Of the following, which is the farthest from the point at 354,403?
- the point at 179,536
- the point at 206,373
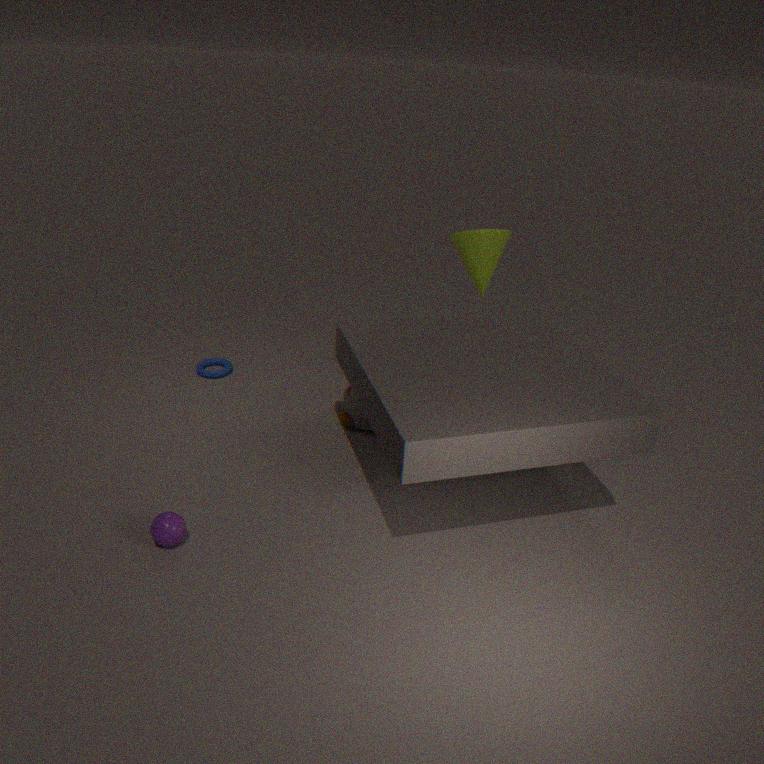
the point at 179,536
